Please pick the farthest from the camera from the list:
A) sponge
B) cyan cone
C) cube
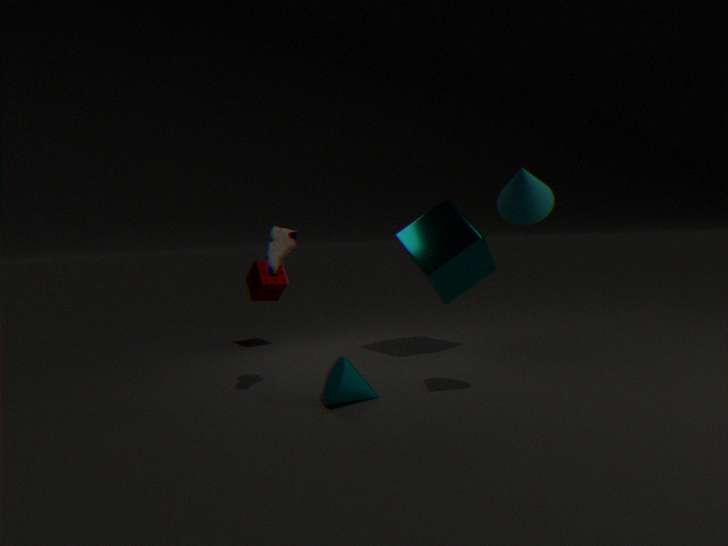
sponge
